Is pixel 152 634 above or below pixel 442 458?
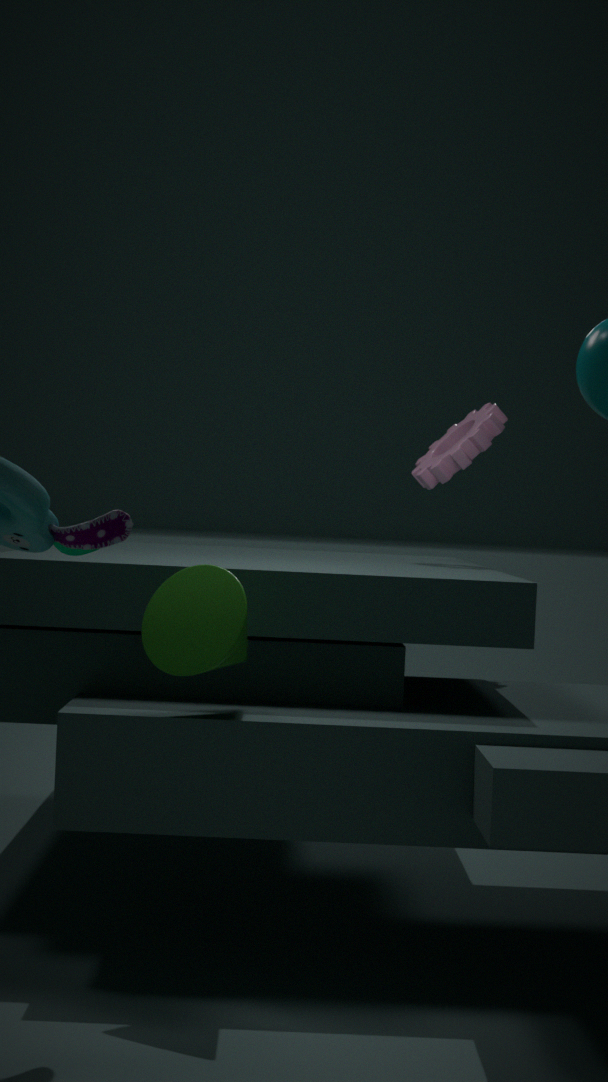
below
